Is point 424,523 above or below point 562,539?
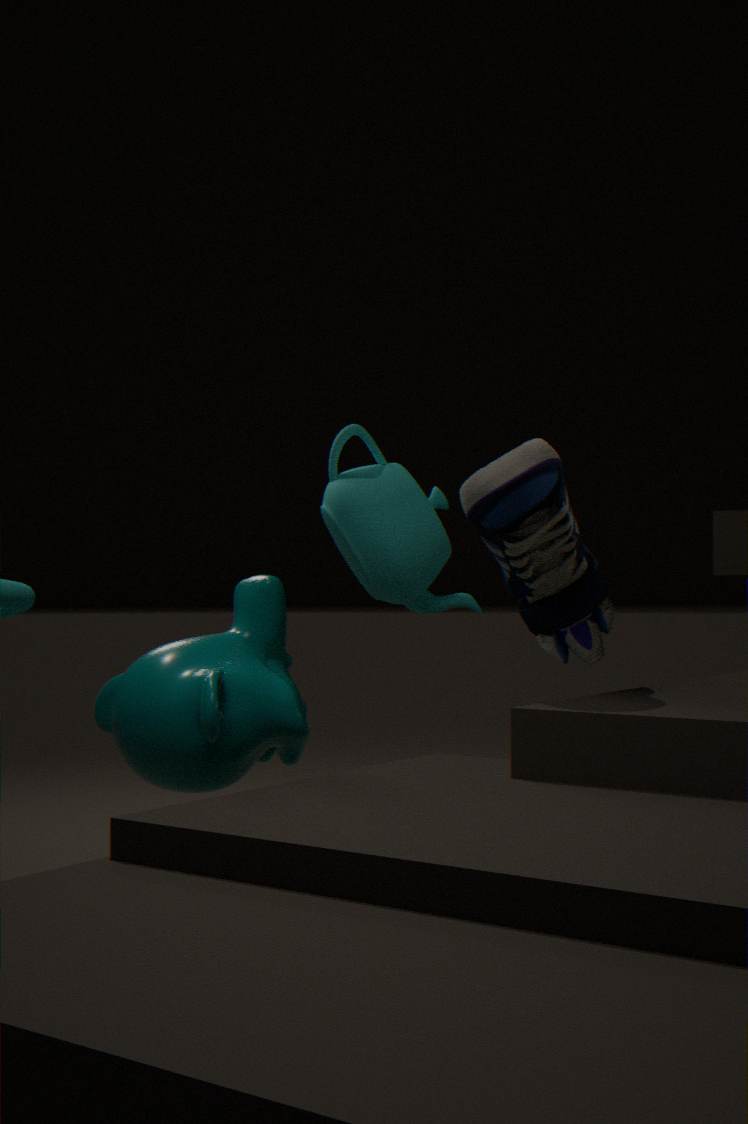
above
